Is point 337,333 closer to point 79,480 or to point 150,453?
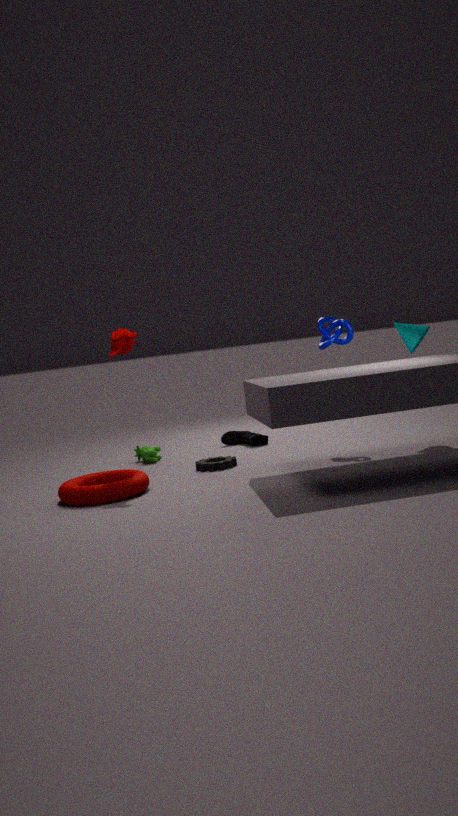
point 150,453
